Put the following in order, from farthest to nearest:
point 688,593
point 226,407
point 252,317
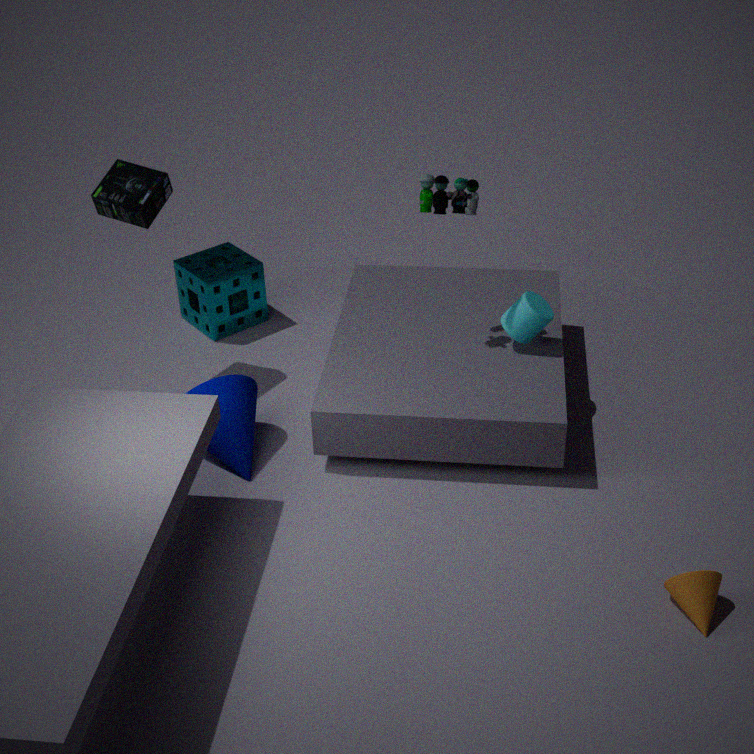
point 252,317
point 226,407
point 688,593
